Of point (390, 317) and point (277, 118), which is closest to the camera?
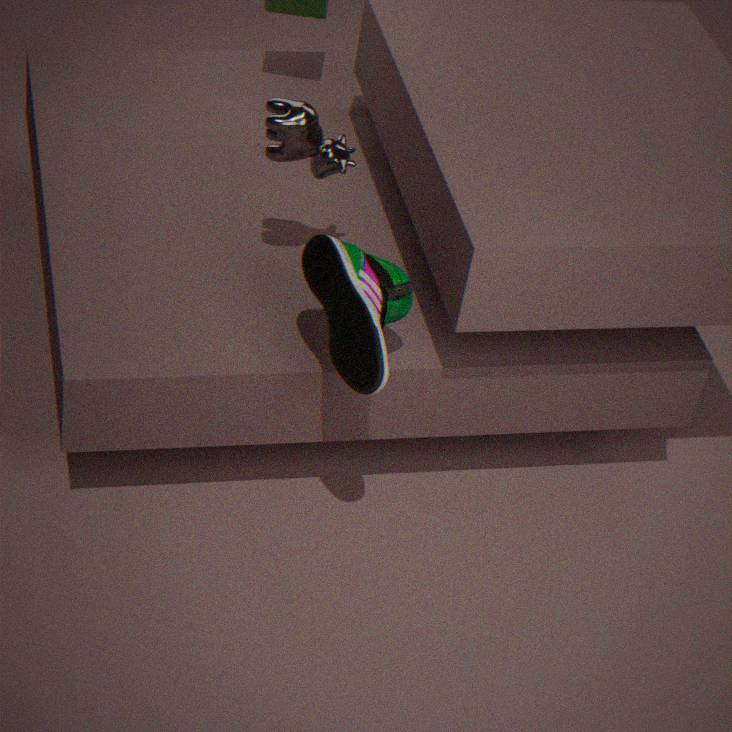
point (390, 317)
